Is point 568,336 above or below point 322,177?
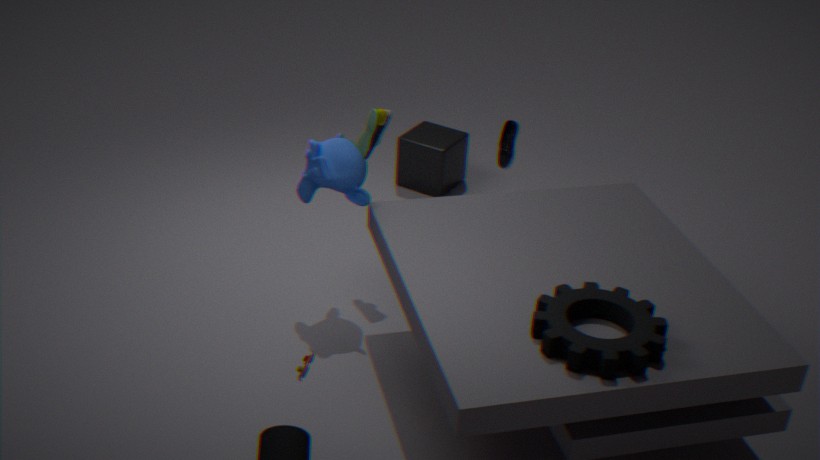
below
